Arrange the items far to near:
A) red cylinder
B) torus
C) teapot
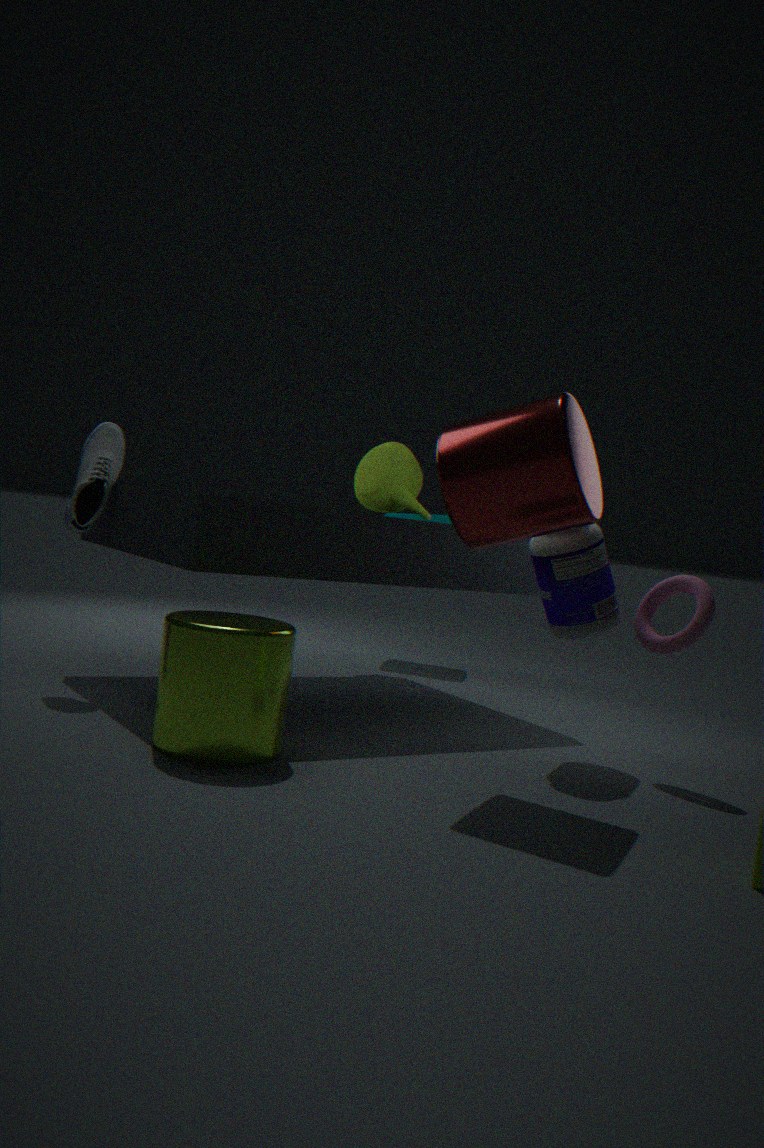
teapot, torus, red cylinder
